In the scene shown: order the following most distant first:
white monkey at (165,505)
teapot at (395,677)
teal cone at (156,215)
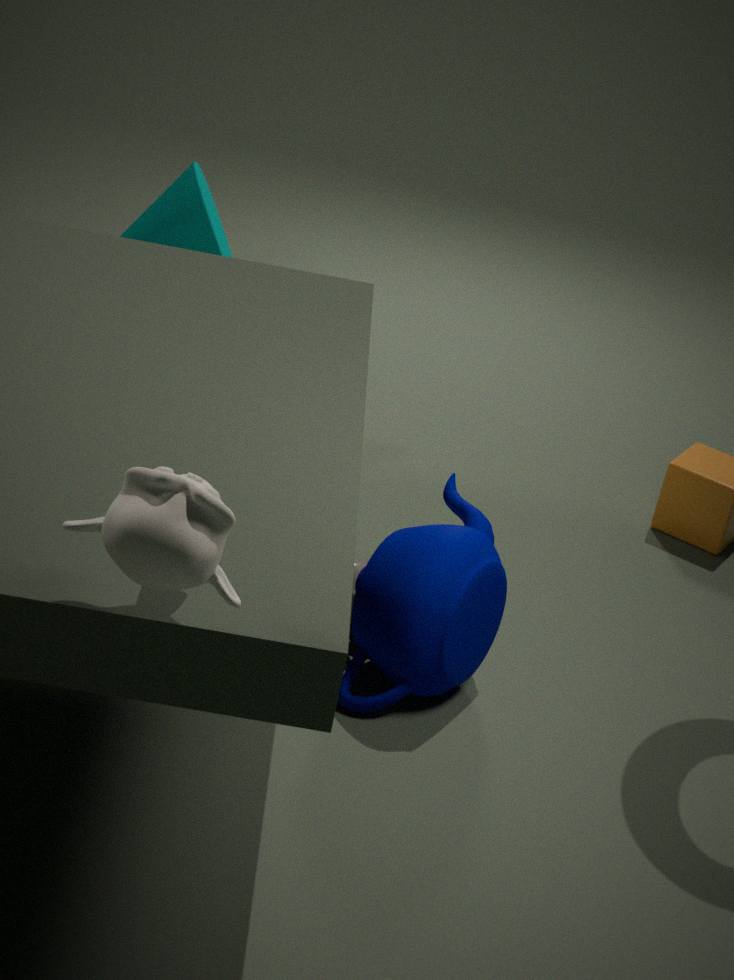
teal cone at (156,215), teapot at (395,677), white monkey at (165,505)
